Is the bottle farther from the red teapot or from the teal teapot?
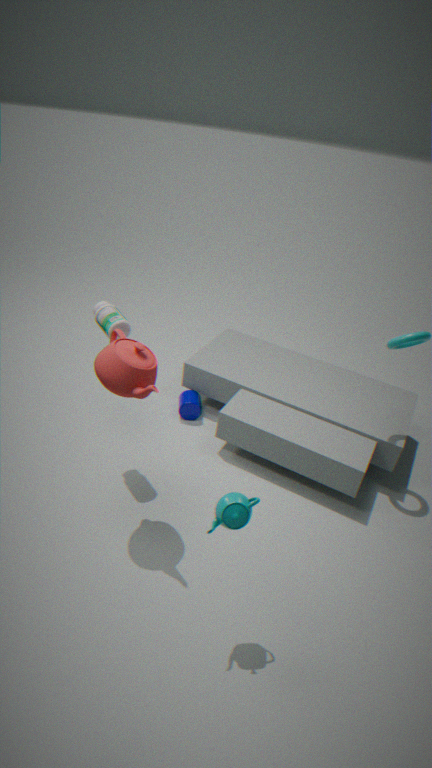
the teal teapot
